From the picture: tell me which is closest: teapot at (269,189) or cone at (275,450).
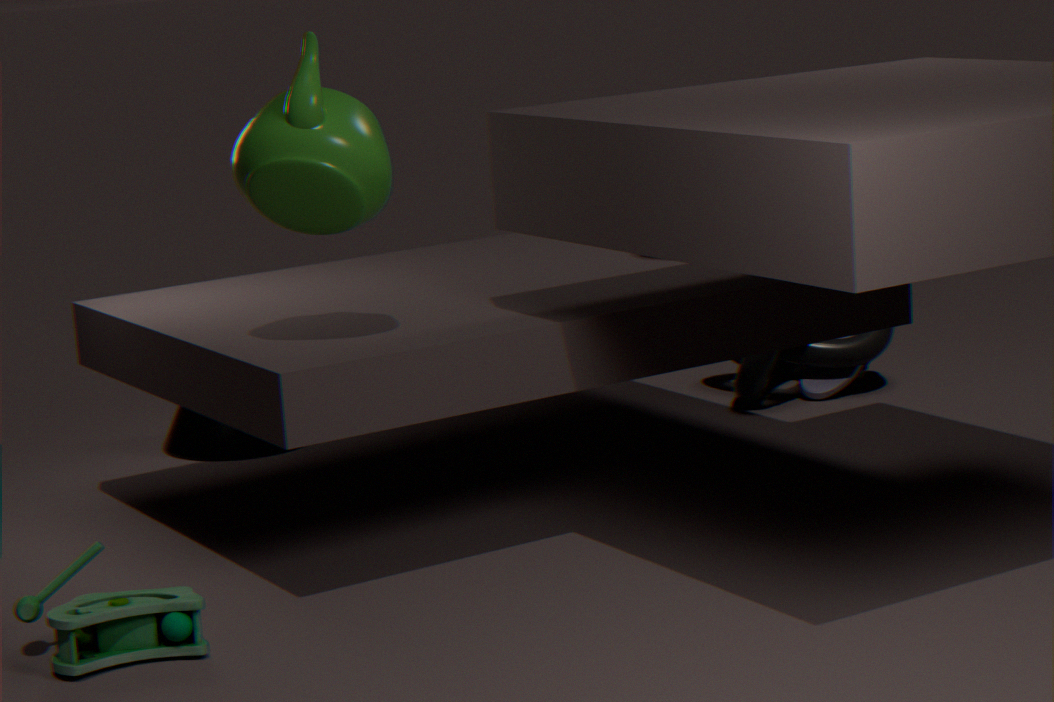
teapot at (269,189)
